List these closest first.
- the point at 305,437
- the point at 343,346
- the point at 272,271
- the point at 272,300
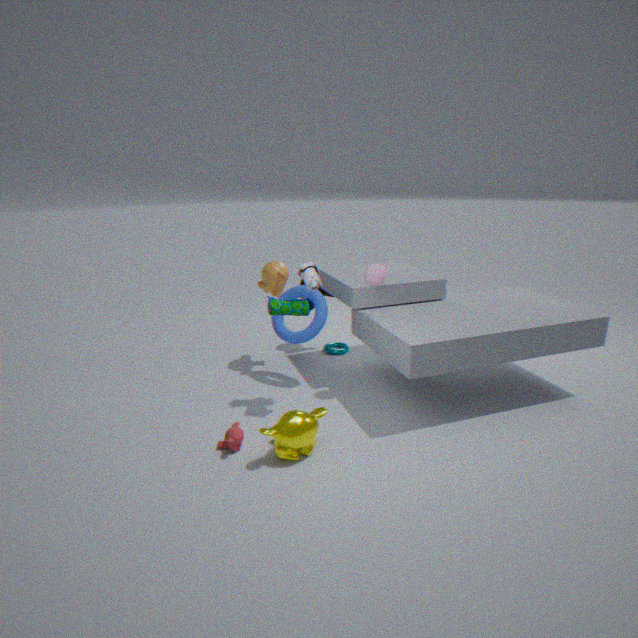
the point at 305,437
the point at 272,300
the point at 272,271
the point at 343,346
